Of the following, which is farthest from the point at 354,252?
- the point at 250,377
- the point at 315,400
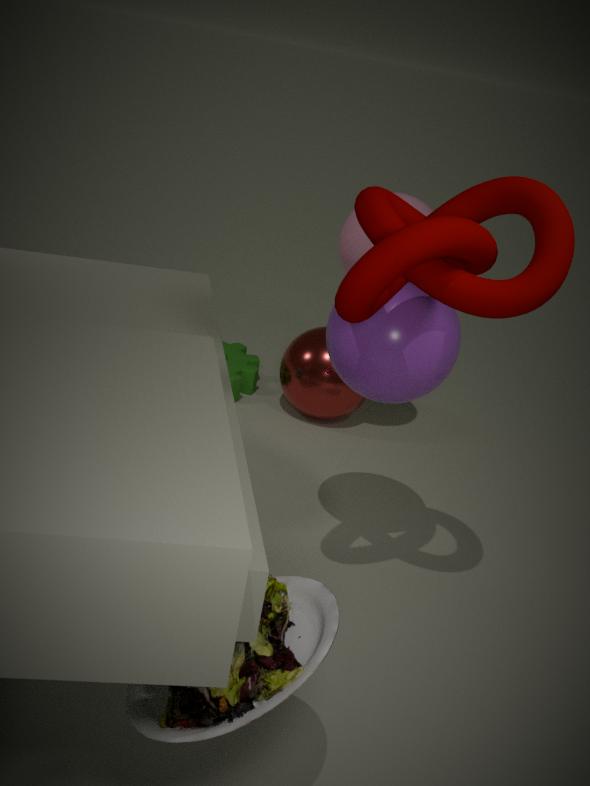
the point at 250,377
